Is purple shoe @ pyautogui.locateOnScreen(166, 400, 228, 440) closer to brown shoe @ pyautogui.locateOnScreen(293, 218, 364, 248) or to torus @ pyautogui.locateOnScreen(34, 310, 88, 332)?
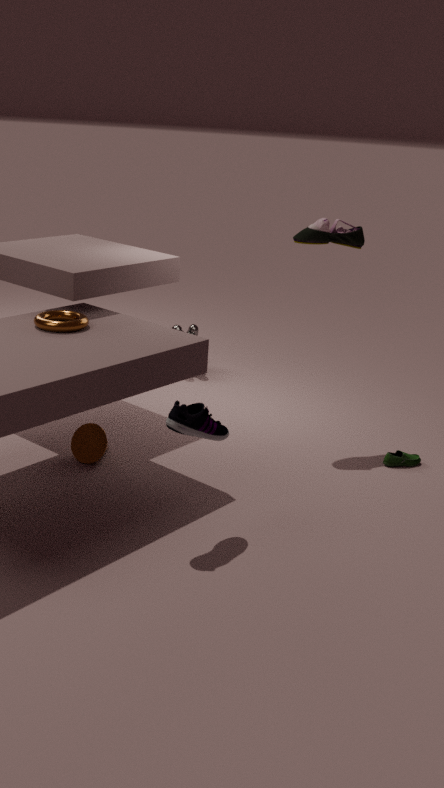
torus @ pyautogui.locateOnScreen(34, 310, 88, 332)
